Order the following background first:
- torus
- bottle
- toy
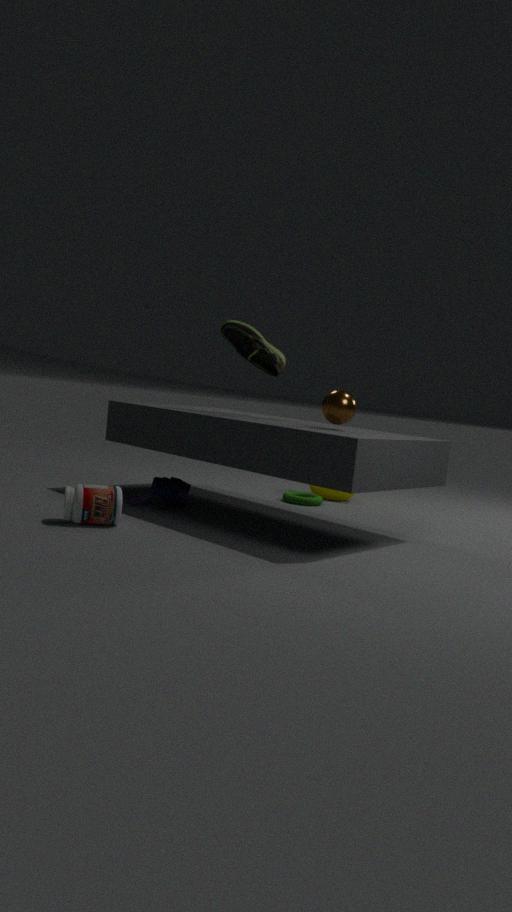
torus, toy, bottle
